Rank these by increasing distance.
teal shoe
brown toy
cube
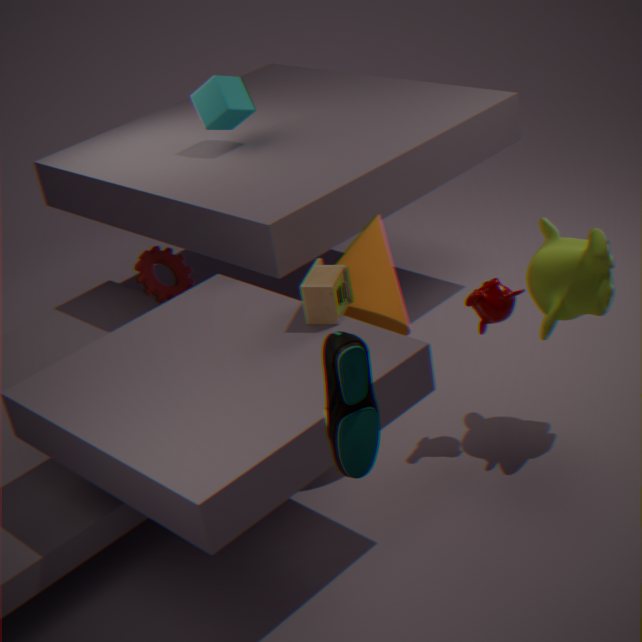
teal shoe
brown toy
cube
